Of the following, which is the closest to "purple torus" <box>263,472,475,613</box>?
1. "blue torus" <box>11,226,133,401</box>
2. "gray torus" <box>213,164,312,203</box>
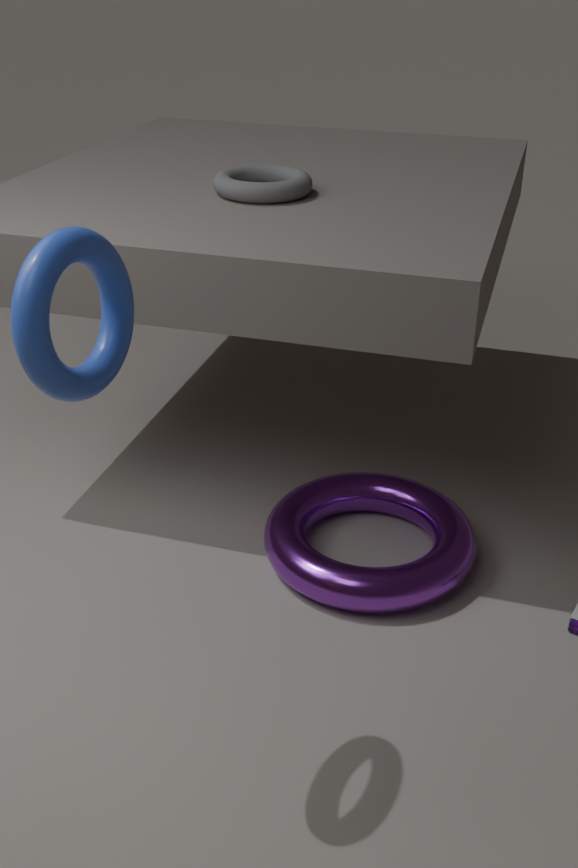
"gray torus" <box>213,164,312,203</box>
